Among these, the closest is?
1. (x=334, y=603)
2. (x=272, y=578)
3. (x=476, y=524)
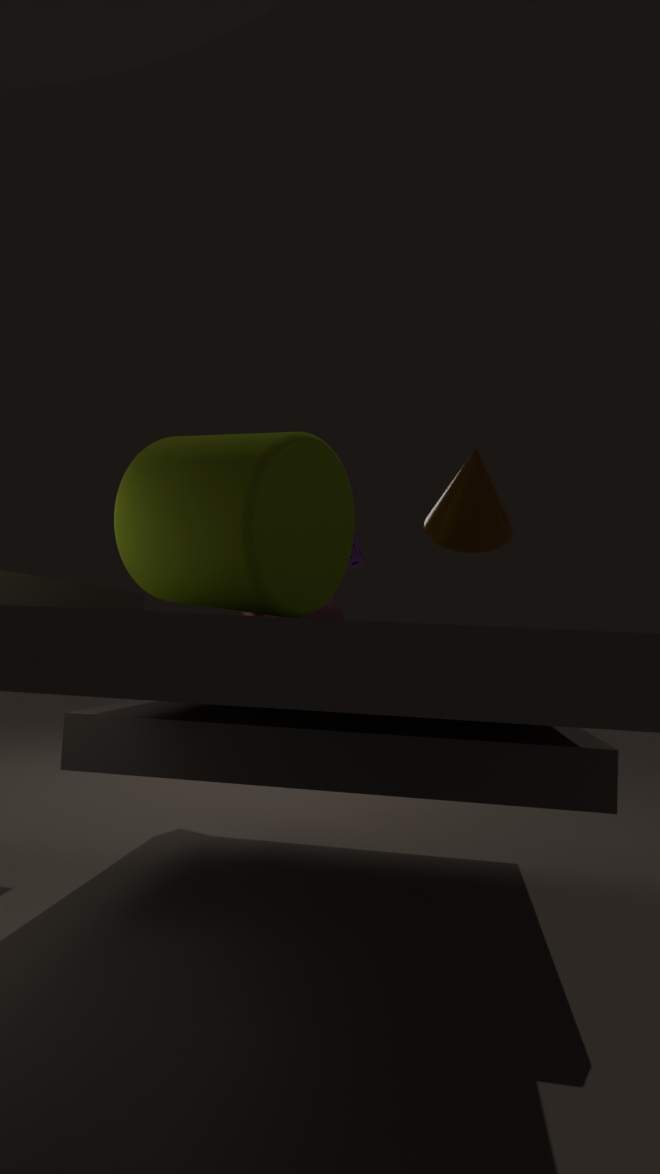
(x=272, y=578)
